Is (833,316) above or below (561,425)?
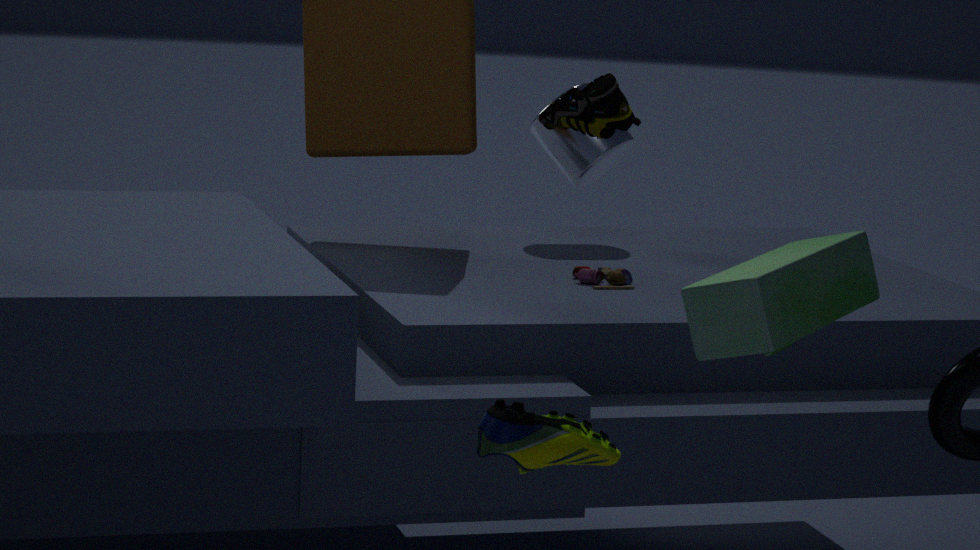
above
